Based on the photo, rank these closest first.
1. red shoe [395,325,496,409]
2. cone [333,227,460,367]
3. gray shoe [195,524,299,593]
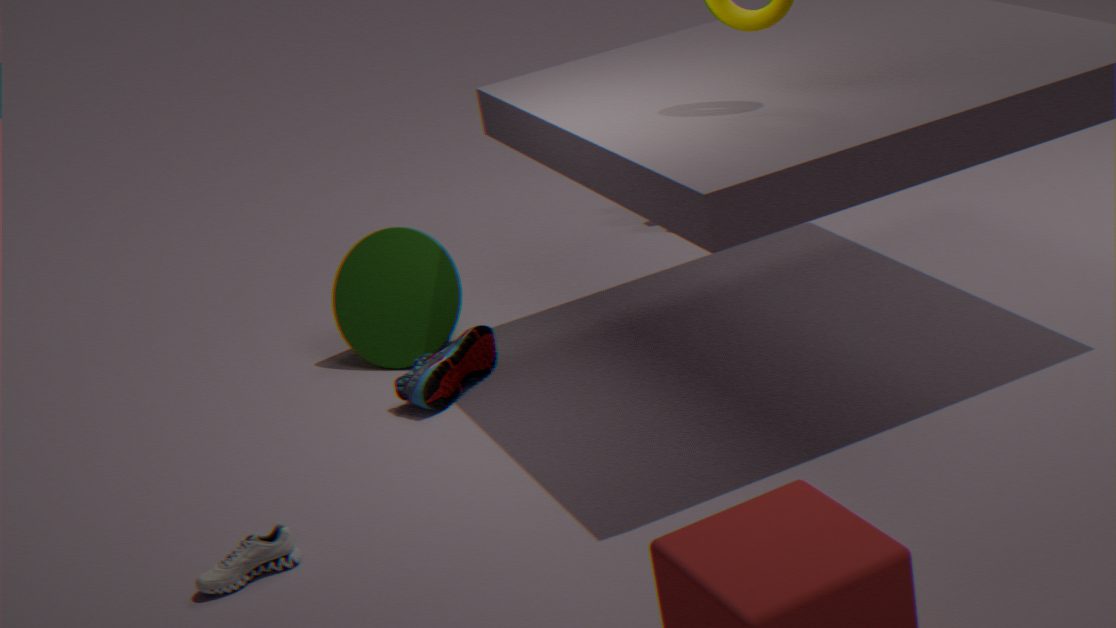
gray shoe [195,524,299,593], red shoe [395,325,496,409], cone [333,227,460,367]
